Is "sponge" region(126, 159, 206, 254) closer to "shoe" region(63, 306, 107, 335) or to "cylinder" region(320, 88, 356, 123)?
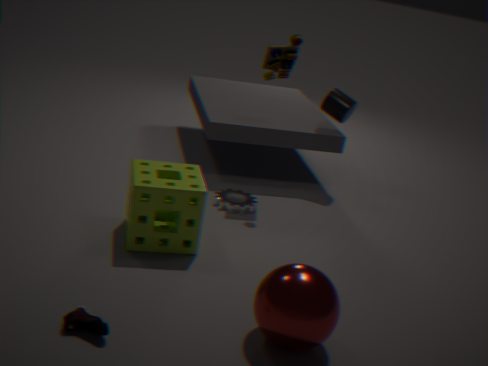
"shoe" region(63, 306, 107, 335)
